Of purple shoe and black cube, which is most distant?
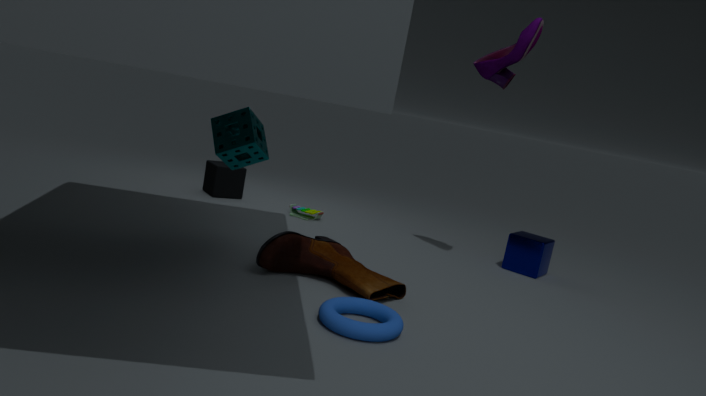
black cube
